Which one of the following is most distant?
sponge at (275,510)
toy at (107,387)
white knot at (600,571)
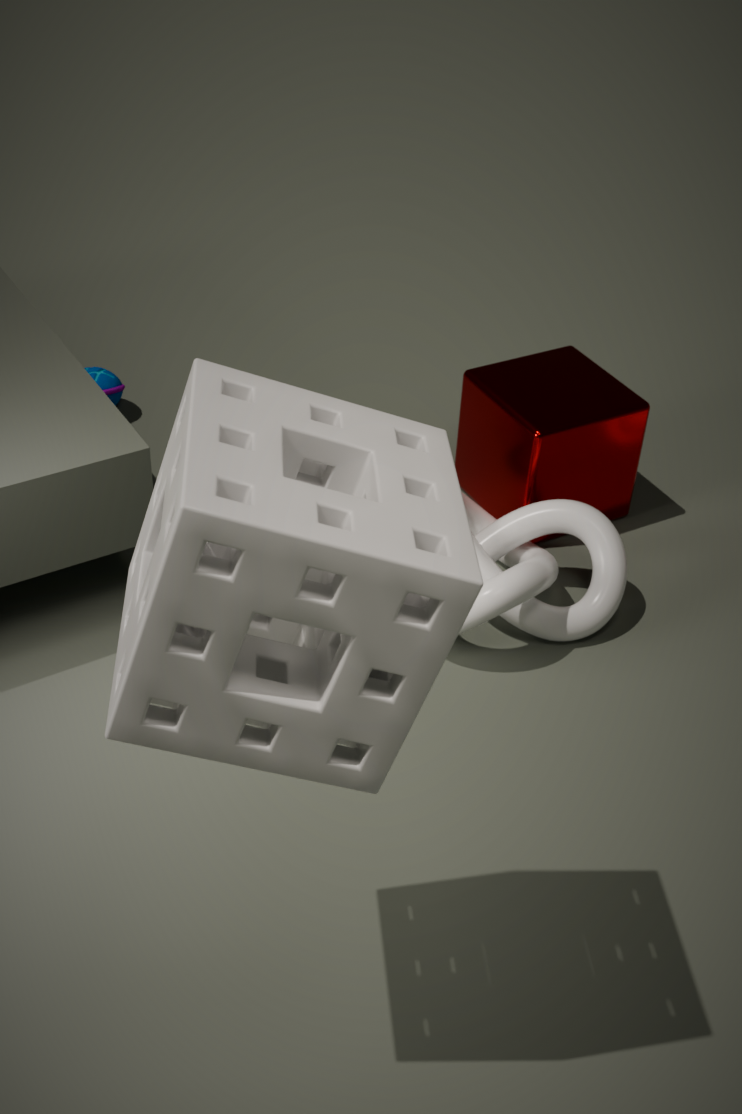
toy at (107,387)
